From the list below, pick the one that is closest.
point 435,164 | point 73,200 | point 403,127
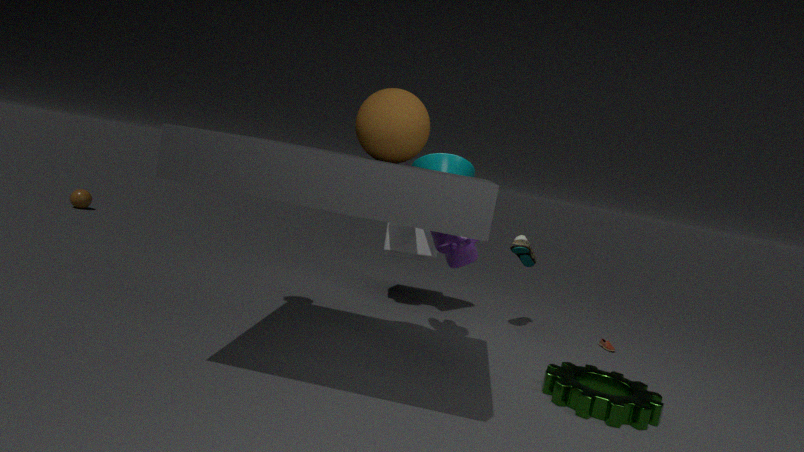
point 403,127
